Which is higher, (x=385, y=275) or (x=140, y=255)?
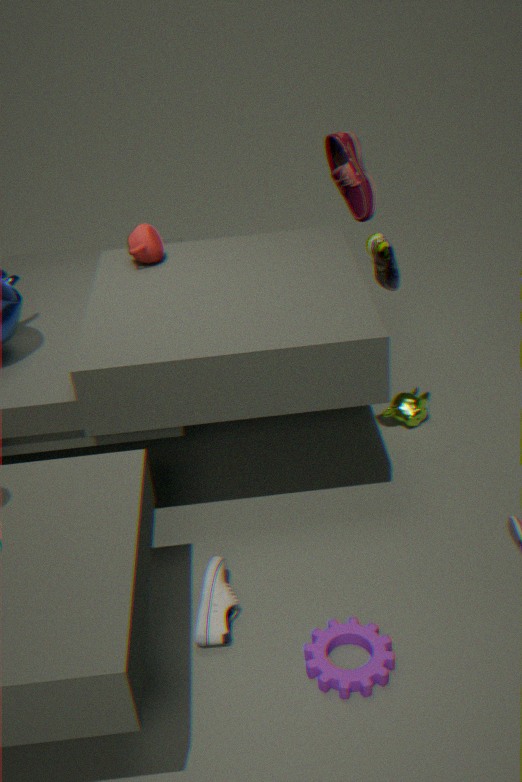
(x=385, y=275)
